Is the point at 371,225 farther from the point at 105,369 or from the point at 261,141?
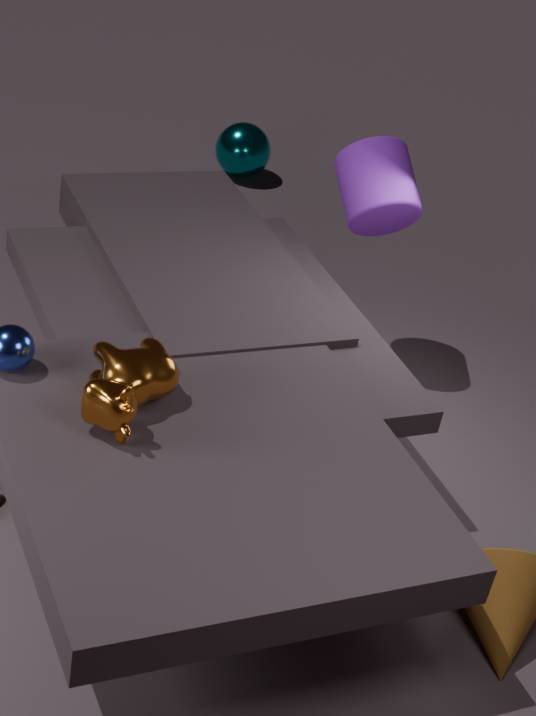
the point at 261,141
